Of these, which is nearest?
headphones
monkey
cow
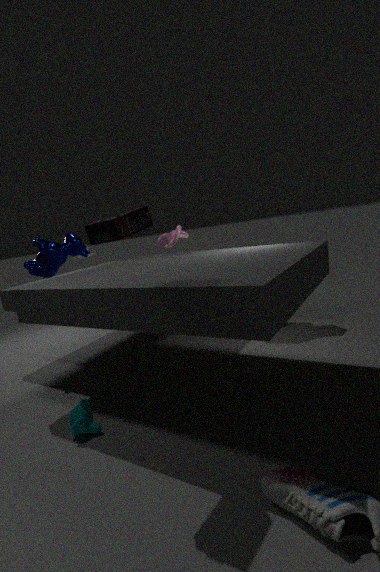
headphones
